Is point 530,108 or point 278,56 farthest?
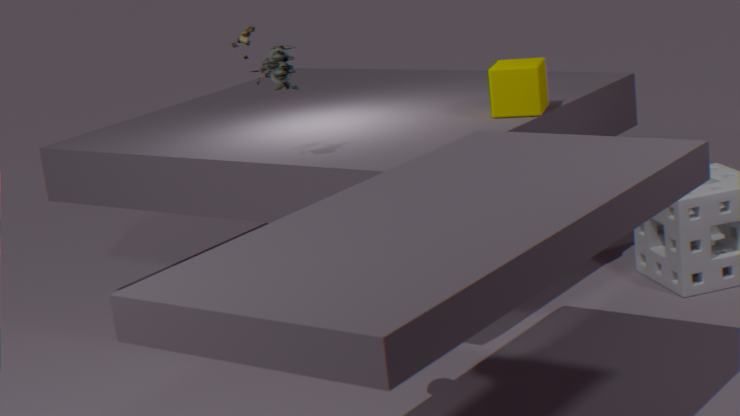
point 530,108
